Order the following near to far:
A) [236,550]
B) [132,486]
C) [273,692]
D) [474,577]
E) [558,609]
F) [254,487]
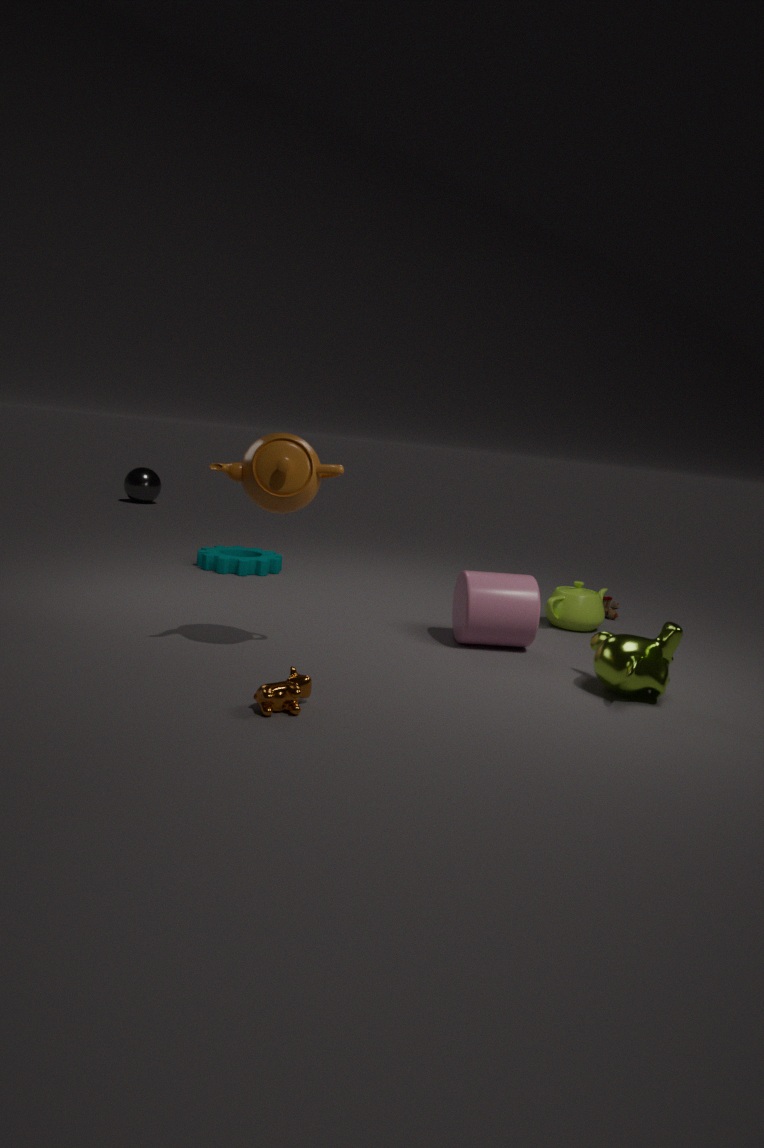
[273,692]
[254,487]
[474,577]
[558,609]
[236,550]
[132,486]
